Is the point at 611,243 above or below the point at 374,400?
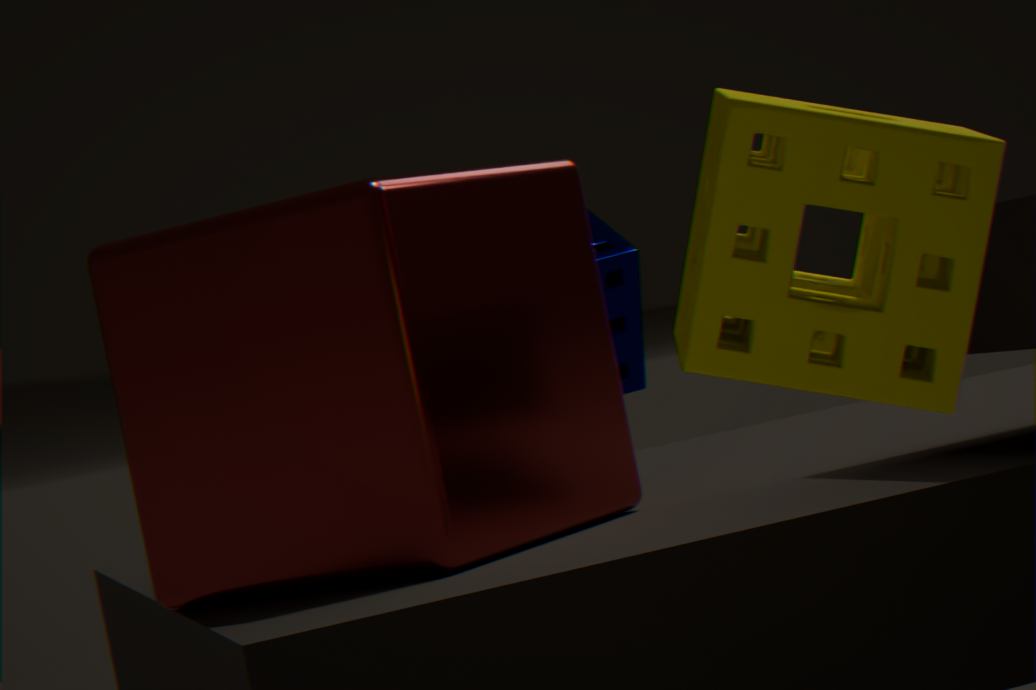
above
